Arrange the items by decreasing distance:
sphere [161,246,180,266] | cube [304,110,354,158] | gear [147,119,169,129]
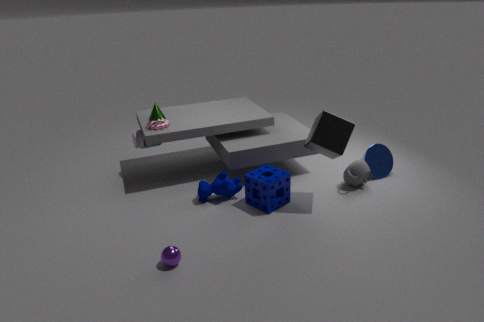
gear [147,119,169,129] < cube [304,110,354,158] < sphere [161,246,180,266]
